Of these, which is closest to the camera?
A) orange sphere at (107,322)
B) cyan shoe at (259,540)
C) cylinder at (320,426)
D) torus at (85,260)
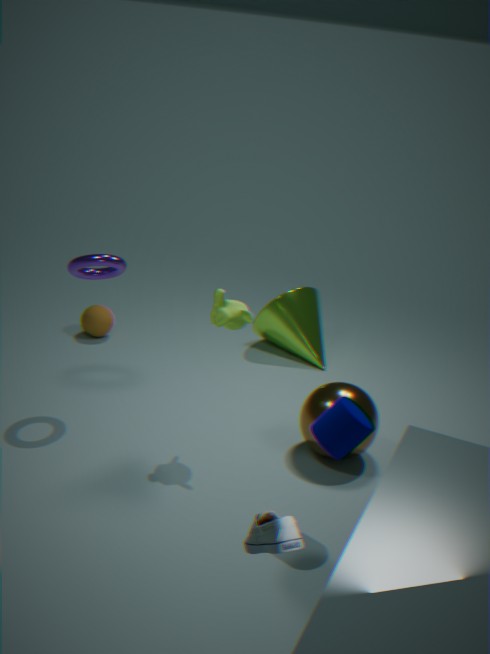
cyan shoe at (259,540)
